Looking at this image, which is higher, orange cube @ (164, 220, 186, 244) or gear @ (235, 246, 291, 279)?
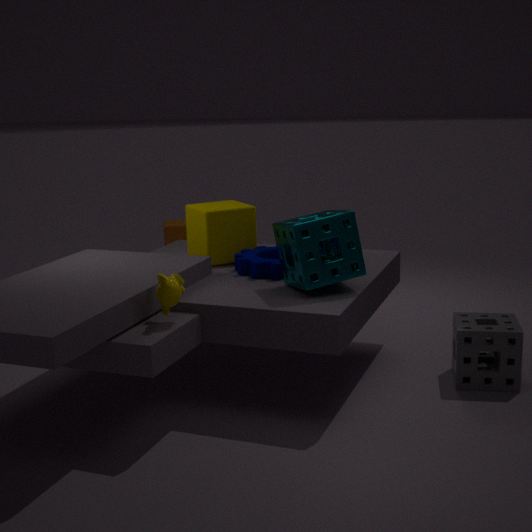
gear @ (235, 246, 291, 279)
